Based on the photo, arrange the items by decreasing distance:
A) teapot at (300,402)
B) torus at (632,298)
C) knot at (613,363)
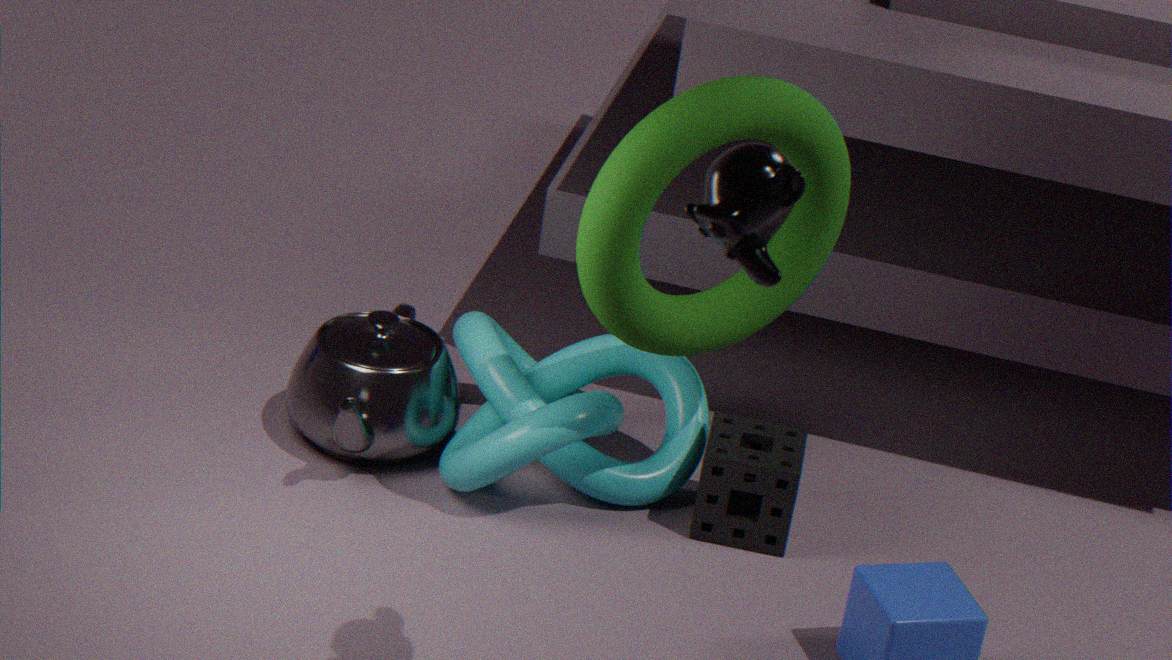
teapot at (300,402)
knot at (613,363)
torus at (632,298)
